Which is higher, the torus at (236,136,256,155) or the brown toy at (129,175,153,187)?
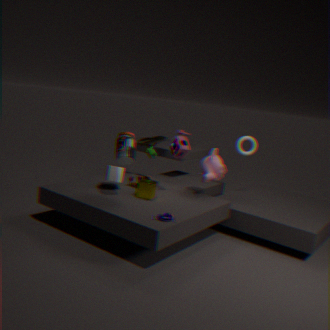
the torus at (236,136,256,155)
